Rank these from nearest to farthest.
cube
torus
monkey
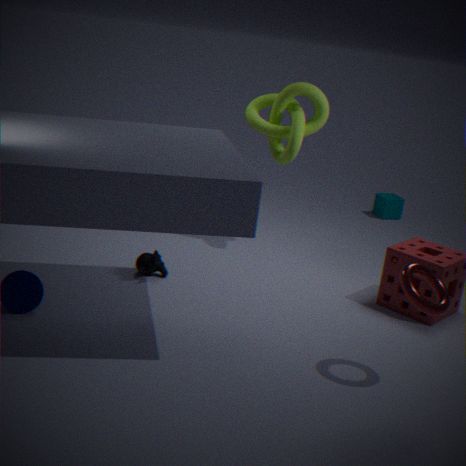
torus → monkey → cube
